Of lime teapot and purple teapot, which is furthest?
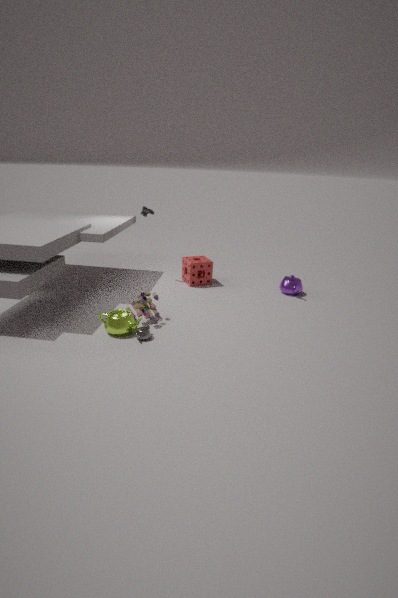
purple teapot
